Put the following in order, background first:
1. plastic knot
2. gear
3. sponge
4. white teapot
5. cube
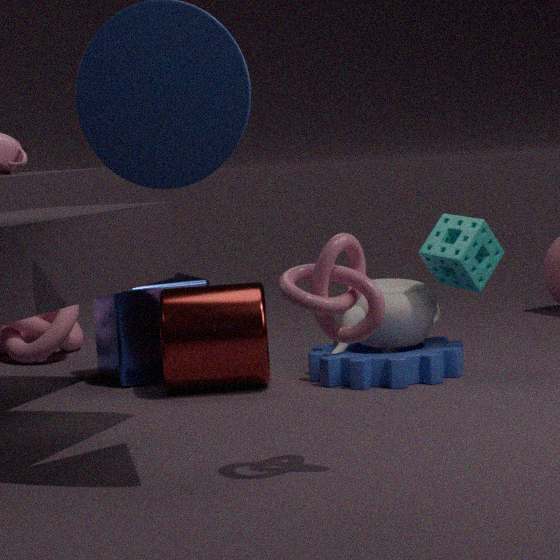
cube
white teapot
sponge
gear
plastic knot
